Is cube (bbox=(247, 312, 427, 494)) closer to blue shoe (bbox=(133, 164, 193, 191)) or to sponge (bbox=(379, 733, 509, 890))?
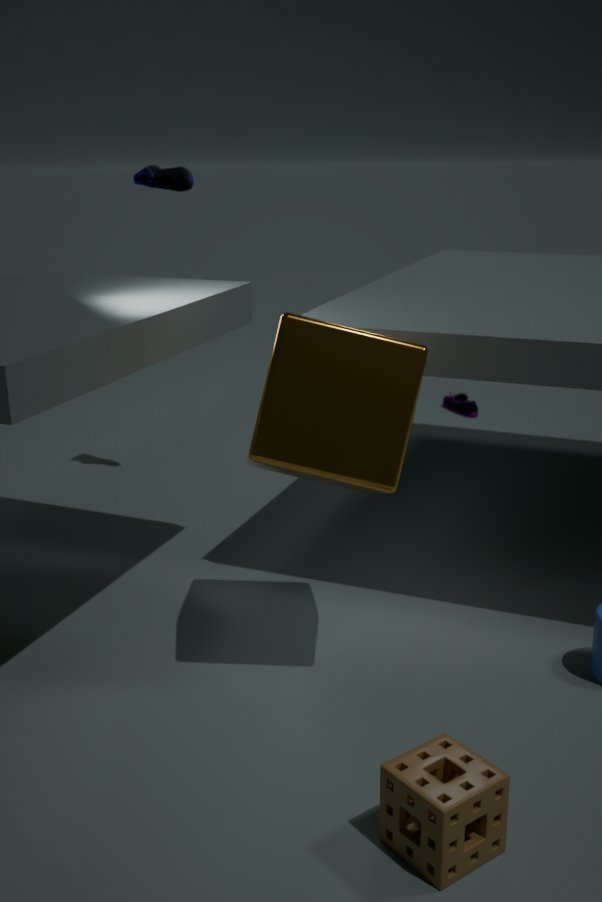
sponge (bbox=(379, 733, 509, 890))
